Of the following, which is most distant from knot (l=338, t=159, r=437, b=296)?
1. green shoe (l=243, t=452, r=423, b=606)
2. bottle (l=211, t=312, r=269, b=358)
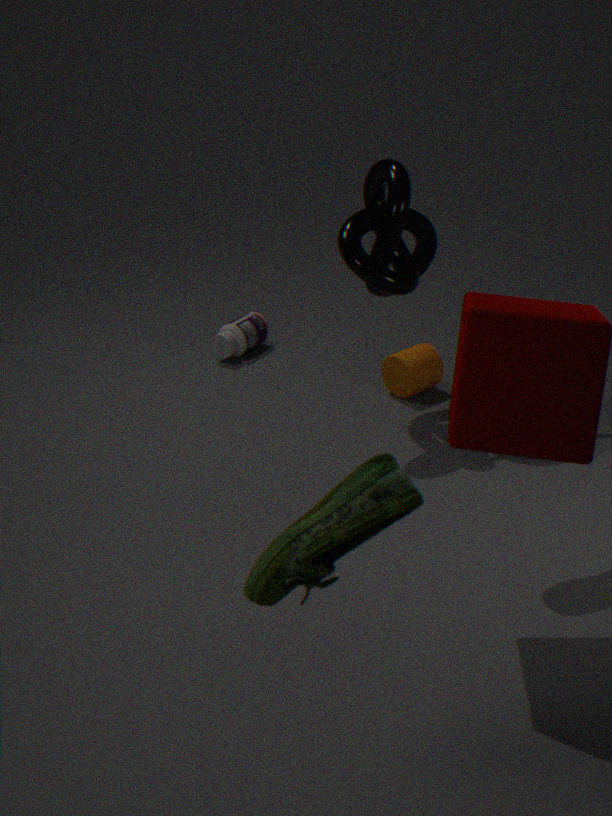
green shoe (l=243, t=452, r=423, b=606)
